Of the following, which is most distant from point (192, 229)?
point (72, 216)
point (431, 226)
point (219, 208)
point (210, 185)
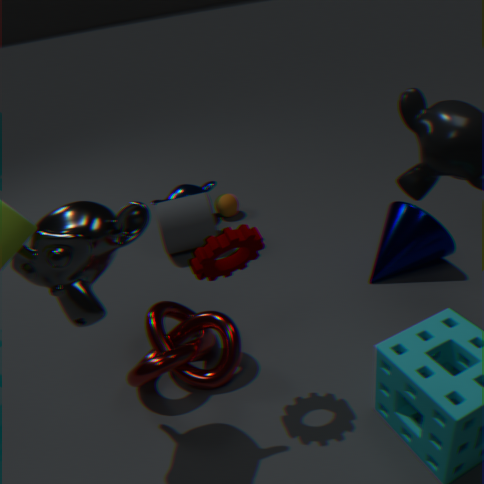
point (72, 216)
